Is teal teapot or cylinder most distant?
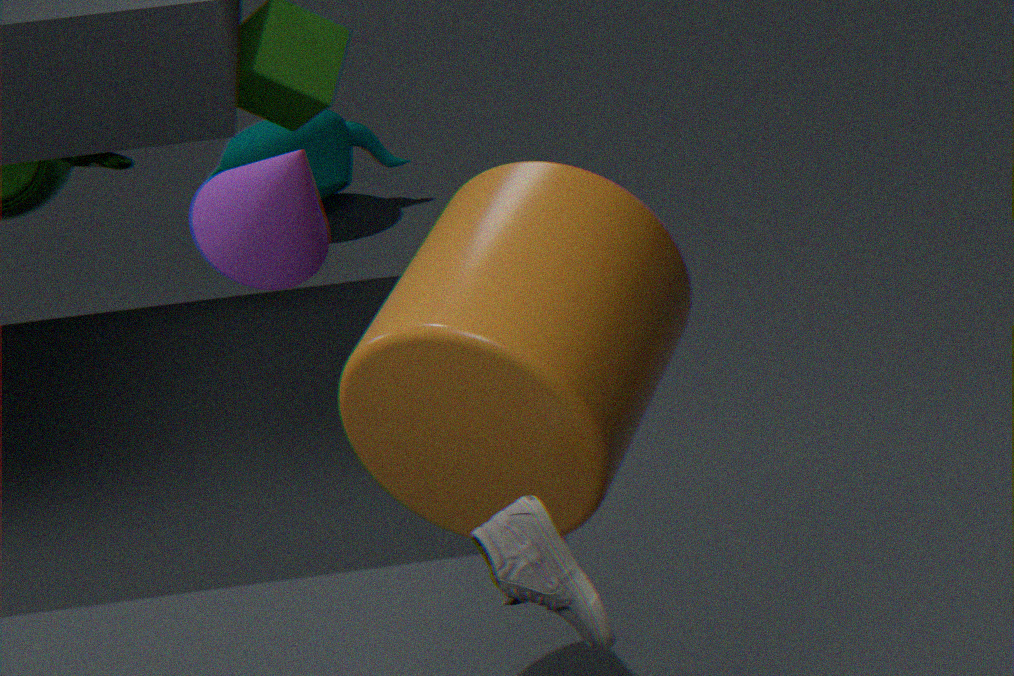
teal teapot
